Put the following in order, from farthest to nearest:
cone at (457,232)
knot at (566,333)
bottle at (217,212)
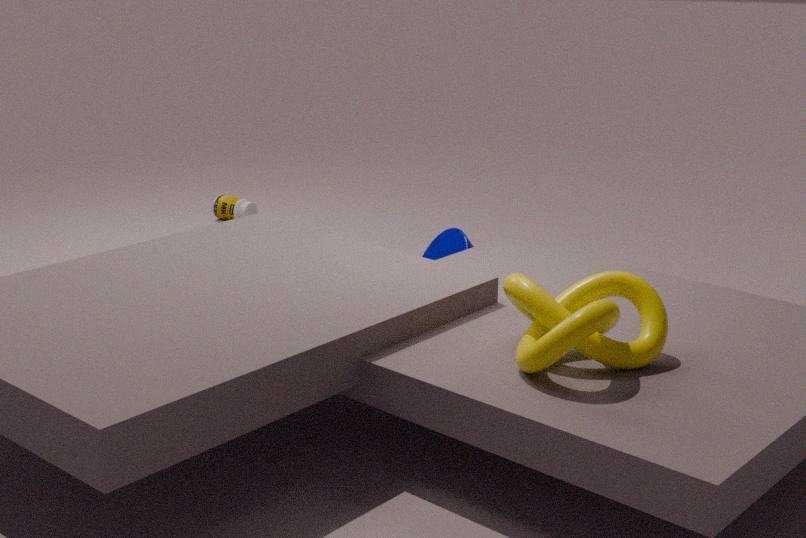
1. bottle at (217,212)
2. cone at (457,232)
3. knot at (566,333)
